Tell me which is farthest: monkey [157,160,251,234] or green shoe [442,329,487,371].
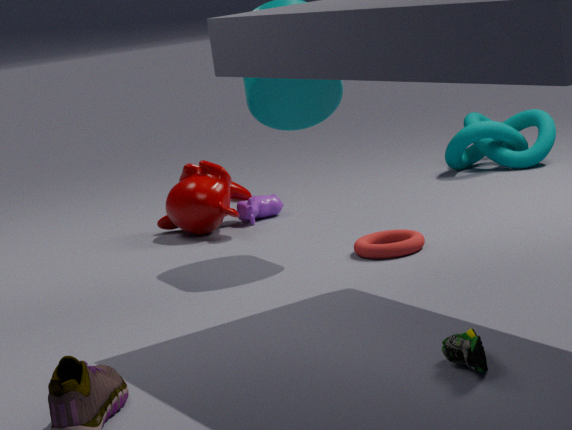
monkey [157,160,251,234]
